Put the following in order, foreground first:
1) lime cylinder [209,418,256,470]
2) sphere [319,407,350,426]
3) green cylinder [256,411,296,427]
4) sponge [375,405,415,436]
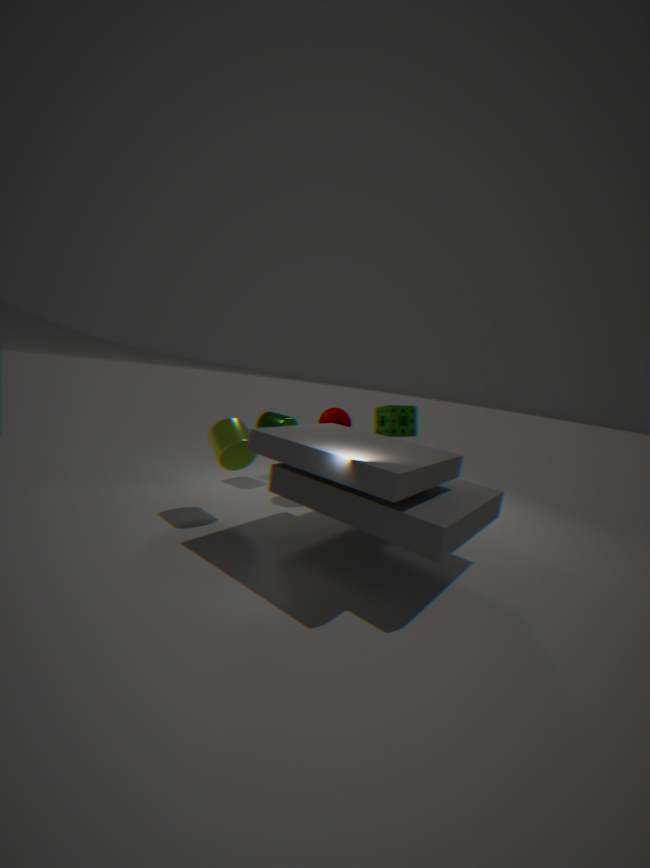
1. lime cylinder [209,418,256,470]
2. sphere [319,407,350,426]
4. sponge [375,405,415,436]
3. green cylinder [256,411,296,427]
